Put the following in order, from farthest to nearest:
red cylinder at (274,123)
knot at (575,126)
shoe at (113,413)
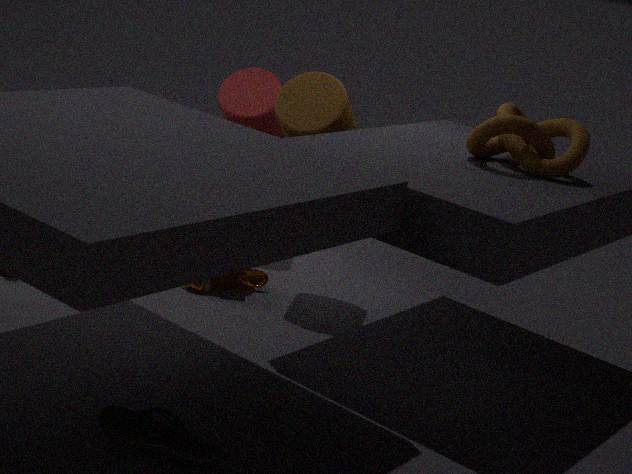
red cylinder at (274,123) < knot at (575,126) < shoe at (113,413)
